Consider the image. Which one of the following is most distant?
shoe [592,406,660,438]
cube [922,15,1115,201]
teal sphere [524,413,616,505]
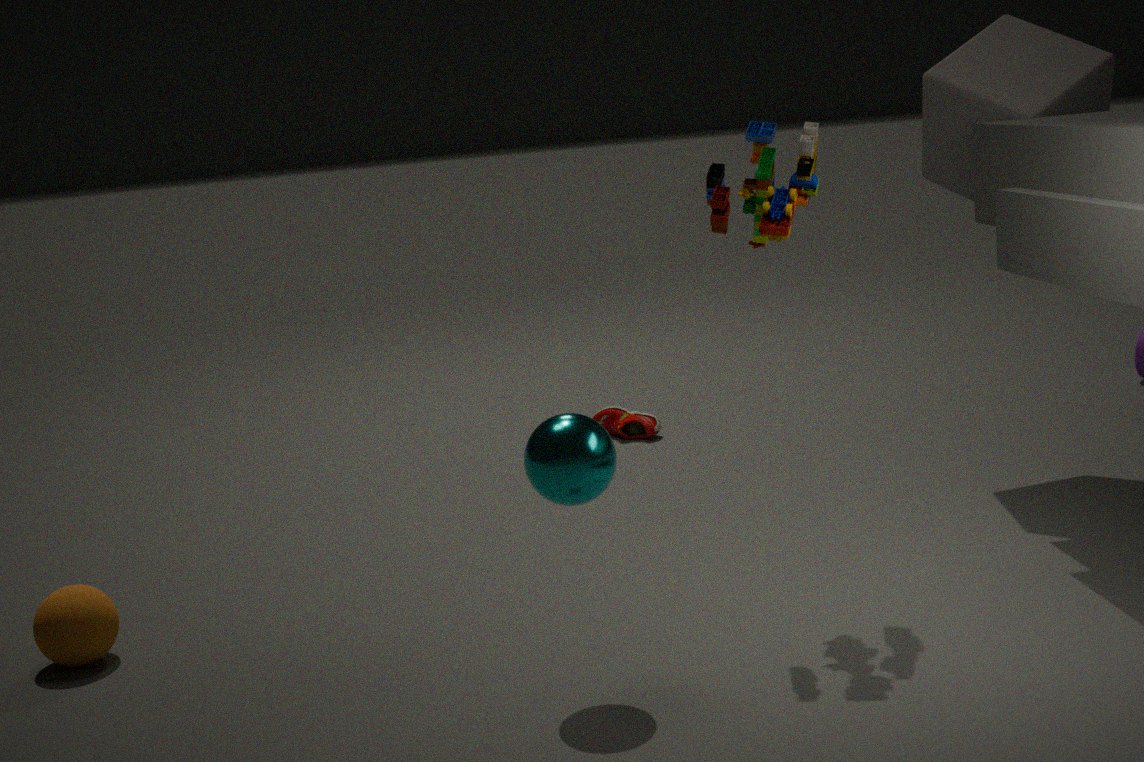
shoe [592,406,660,438]
